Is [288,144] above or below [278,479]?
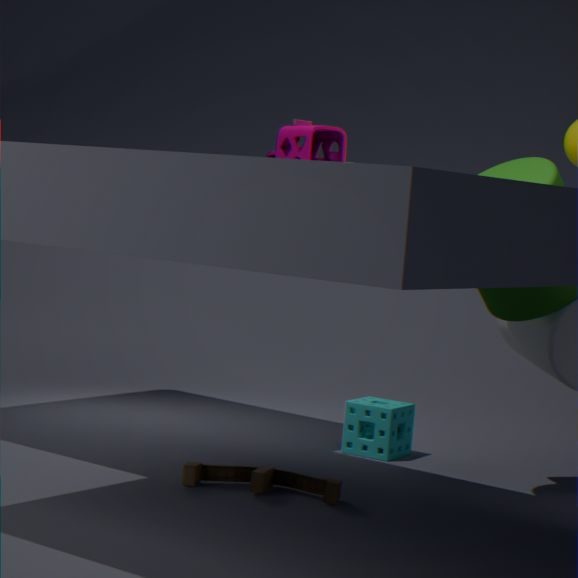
above
